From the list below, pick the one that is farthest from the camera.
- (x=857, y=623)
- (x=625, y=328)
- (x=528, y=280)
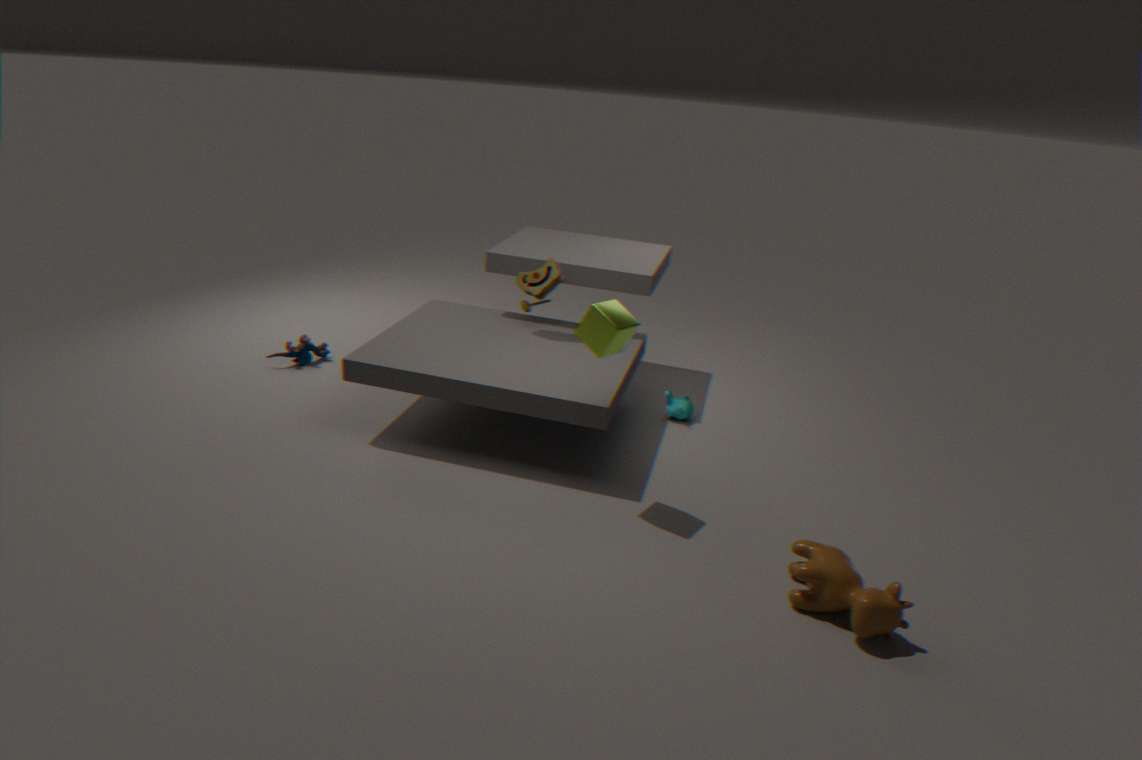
(x=528, y=280)
